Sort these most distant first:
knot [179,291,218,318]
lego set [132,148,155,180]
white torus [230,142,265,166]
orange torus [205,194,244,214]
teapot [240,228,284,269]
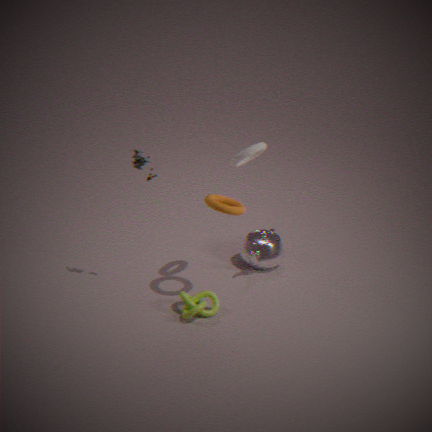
teapot [240,228,284,269]
lego set [132,148,155,180]
white torus [230,142,265,166]
knot [179,291,218,318]
orange torus [205,194,244,214]
